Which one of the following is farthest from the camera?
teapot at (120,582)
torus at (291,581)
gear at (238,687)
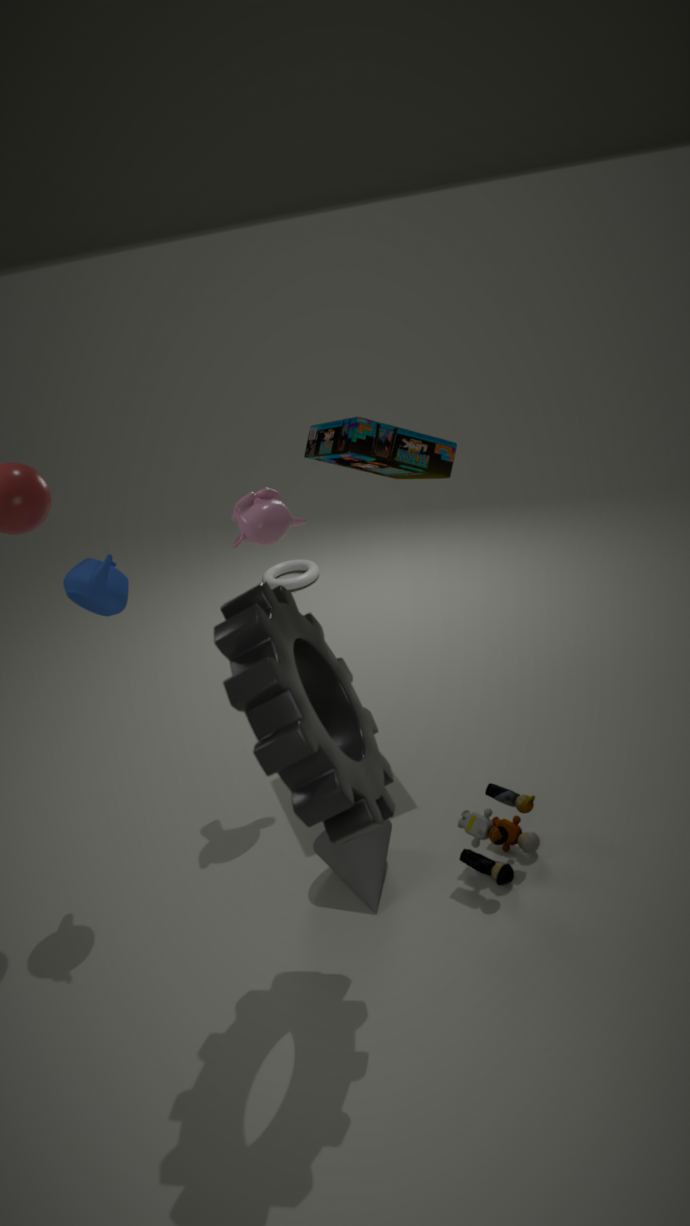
torus at (291,581)
